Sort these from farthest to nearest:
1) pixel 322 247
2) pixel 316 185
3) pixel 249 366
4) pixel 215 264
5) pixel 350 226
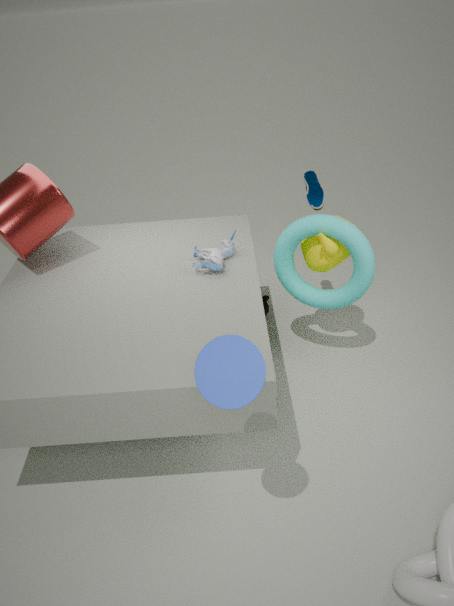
2. pixel 316 185 < 1. pixel 322 247 < 4. pixel 215 264 < 5. pixel 350 226 < 3. pixel 249 366
